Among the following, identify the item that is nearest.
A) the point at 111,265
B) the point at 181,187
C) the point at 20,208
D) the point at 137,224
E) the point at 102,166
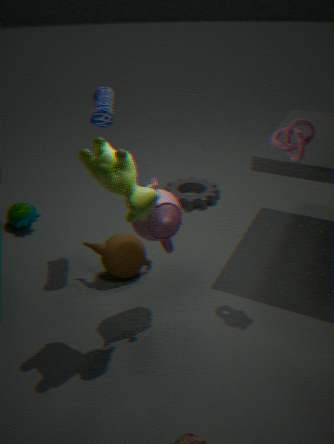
the point at 102,166
